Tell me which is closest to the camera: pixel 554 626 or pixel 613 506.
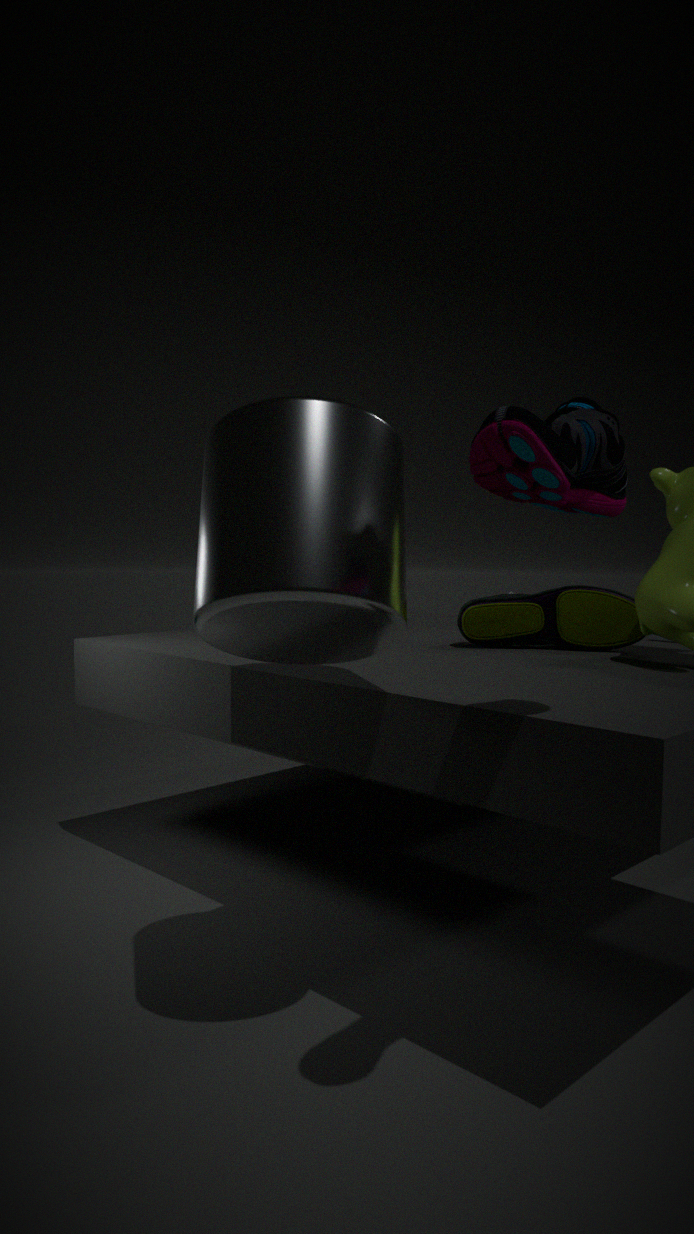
pixel 613 506
